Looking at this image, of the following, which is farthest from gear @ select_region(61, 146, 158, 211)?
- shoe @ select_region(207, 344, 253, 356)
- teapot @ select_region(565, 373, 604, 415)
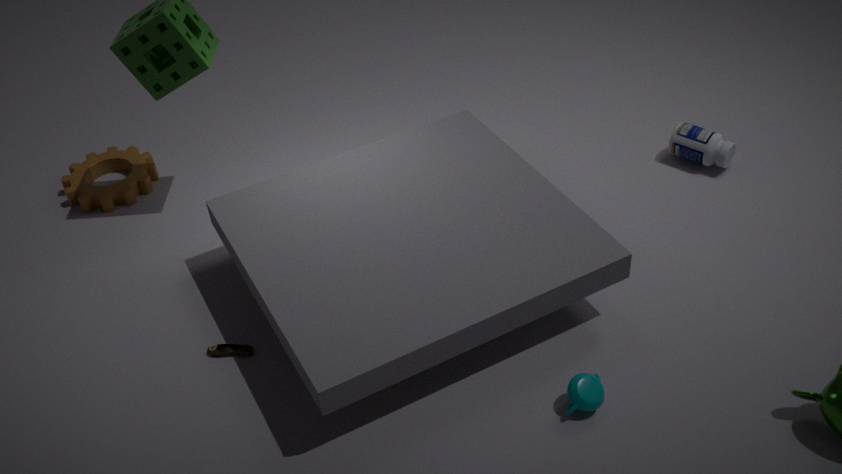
teapot @ select_region(565, 373, 604, 415)
